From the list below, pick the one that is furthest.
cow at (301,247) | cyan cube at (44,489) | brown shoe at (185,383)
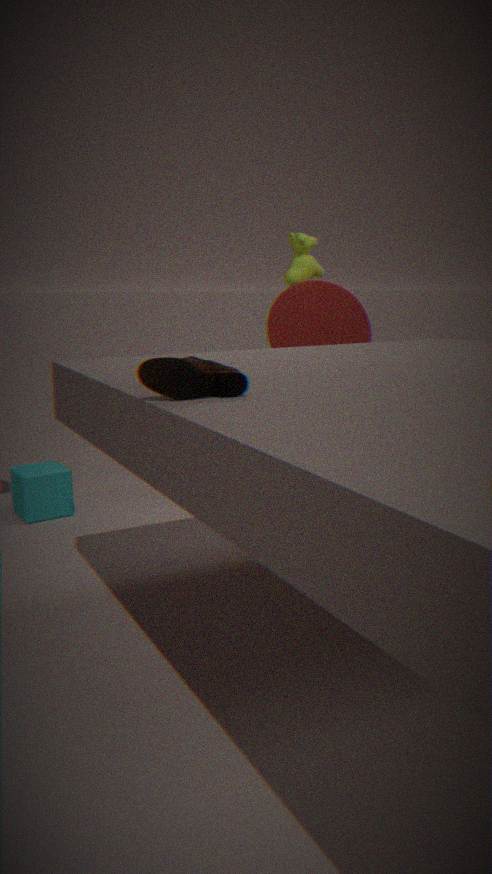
cow at (301,247)
